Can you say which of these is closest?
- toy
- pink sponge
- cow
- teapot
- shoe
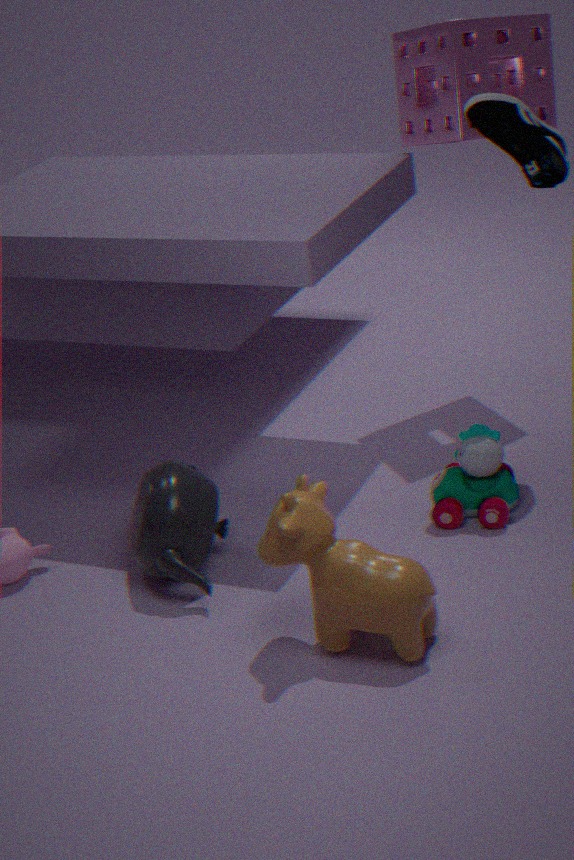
cow
